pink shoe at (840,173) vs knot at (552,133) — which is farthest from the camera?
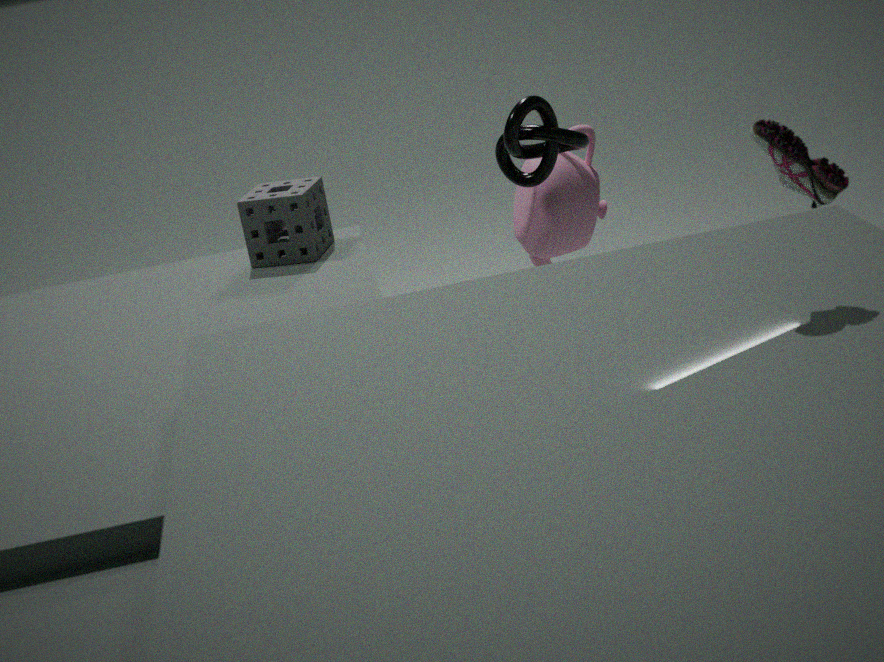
knot at (552,133)
